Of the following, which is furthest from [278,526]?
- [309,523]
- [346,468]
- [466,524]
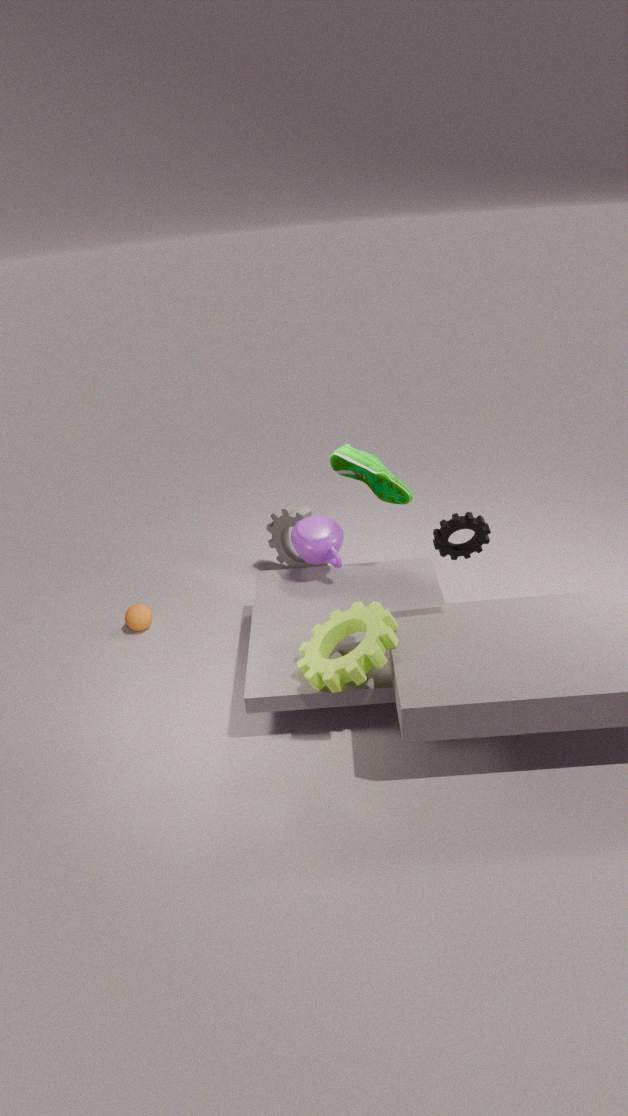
[466,524]
